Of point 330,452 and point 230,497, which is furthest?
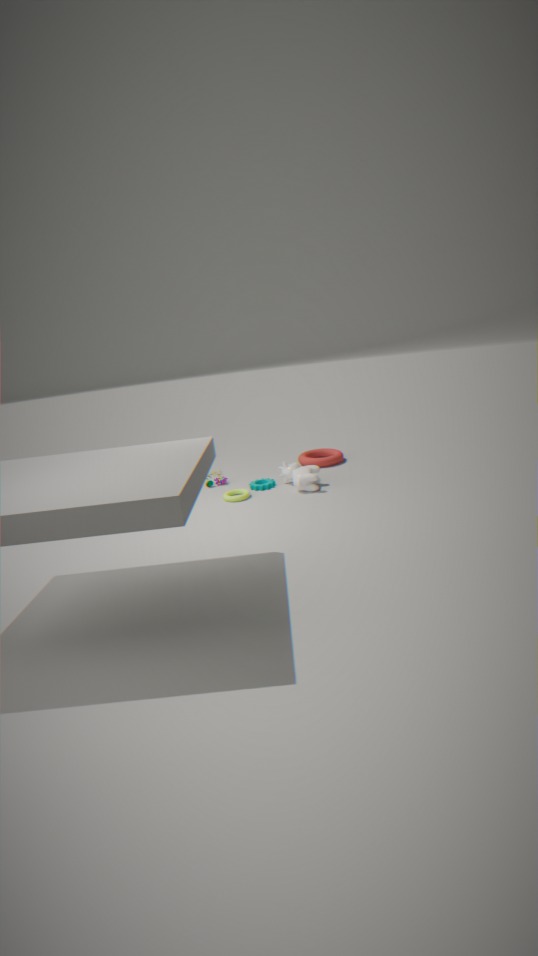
point 330,452
